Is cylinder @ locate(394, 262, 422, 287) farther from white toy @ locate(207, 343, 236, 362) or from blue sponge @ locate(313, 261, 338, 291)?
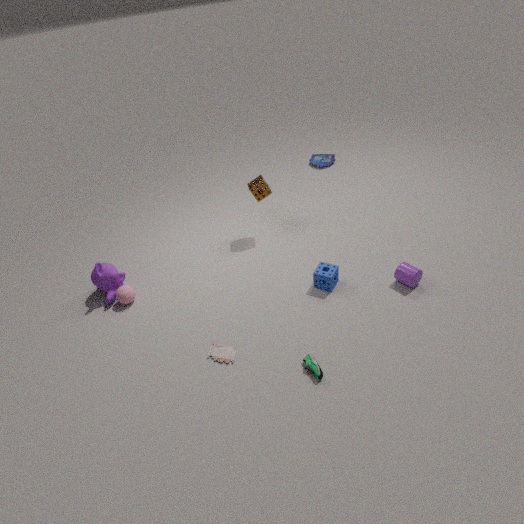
white toy @ locate(207, 343, 236, 362)
